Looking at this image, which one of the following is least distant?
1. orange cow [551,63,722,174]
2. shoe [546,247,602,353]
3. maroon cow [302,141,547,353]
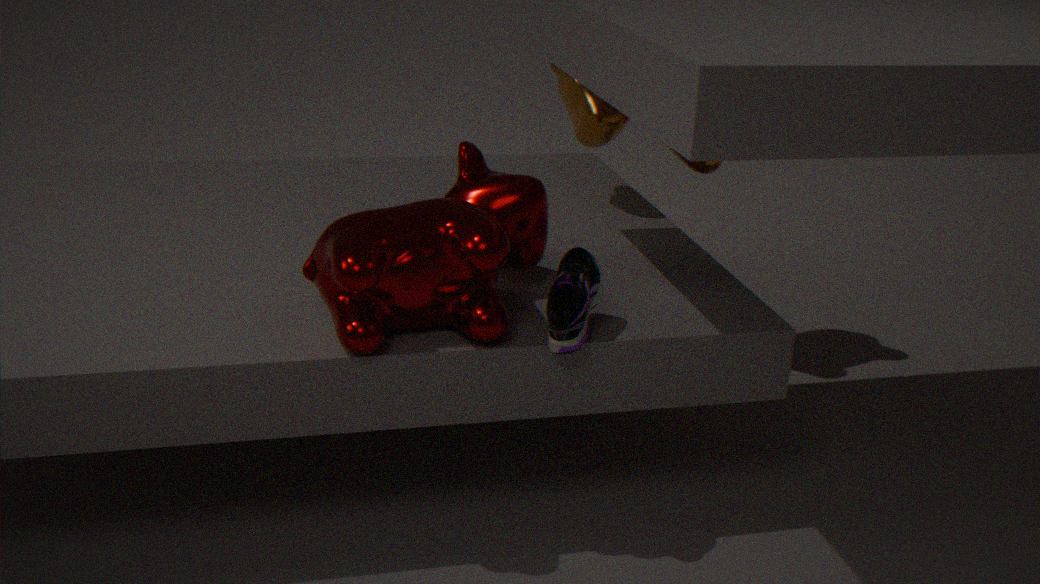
maroon cow [302,141,547,353]
